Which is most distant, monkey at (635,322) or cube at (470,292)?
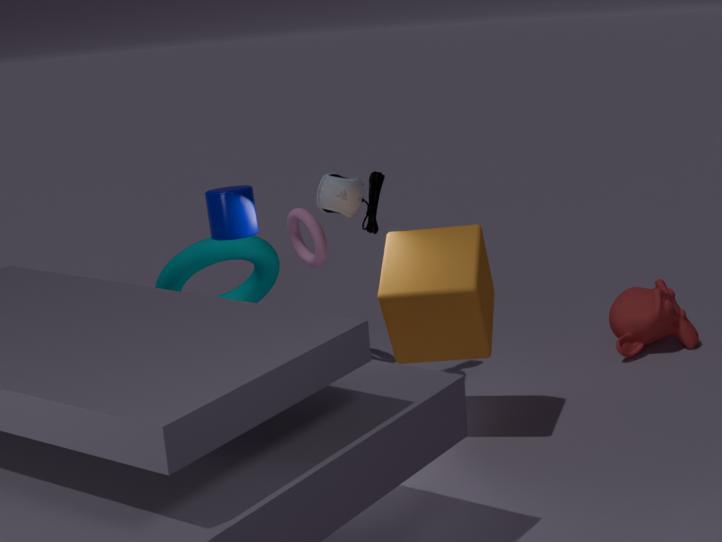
monkey at (635,322)
